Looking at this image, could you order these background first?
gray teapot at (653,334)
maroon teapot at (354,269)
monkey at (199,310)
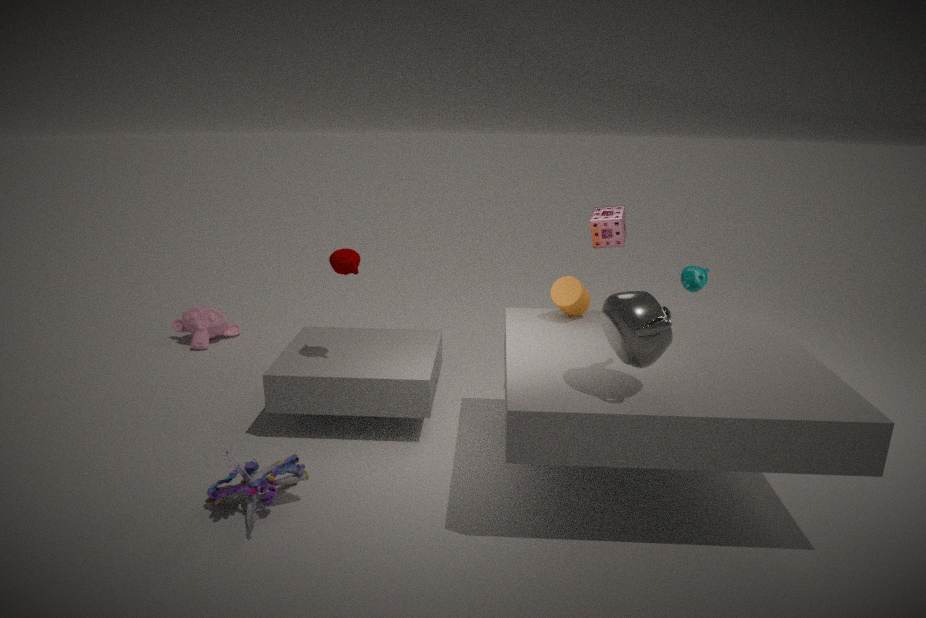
1. monkey at (199,310)
2. maroon teapot at (354,269)
3. gray teapot at (653,334)
